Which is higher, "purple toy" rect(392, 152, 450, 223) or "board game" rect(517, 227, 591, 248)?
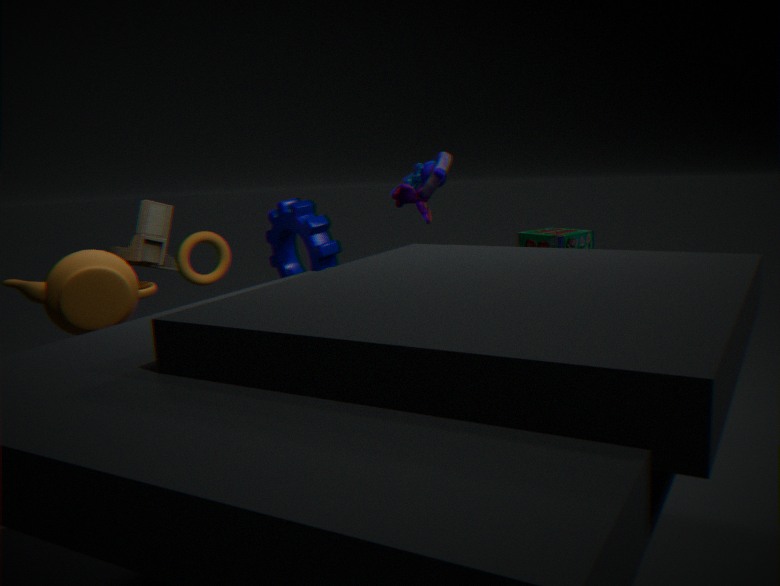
"purple toy" rect(392, 152, 450, 223)
